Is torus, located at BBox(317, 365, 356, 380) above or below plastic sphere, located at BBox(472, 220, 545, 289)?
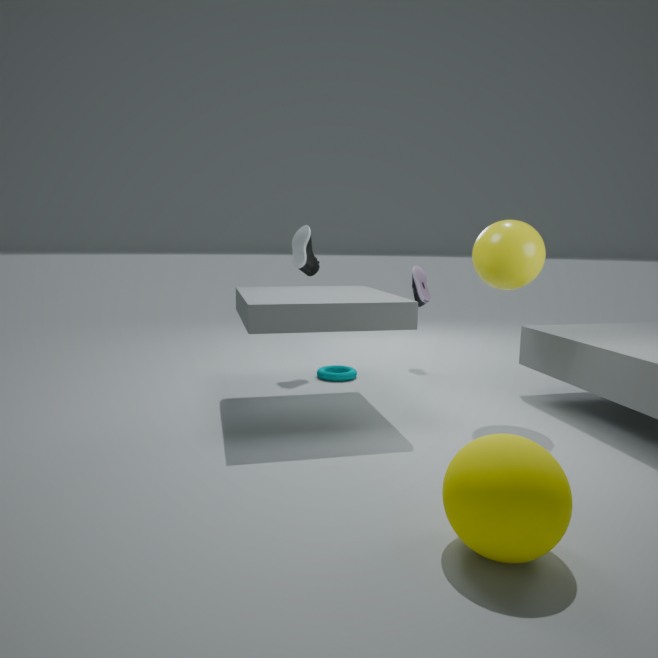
below
